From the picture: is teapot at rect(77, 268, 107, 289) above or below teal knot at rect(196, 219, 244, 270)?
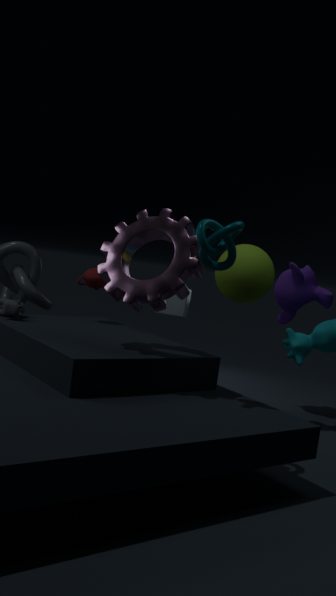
below
